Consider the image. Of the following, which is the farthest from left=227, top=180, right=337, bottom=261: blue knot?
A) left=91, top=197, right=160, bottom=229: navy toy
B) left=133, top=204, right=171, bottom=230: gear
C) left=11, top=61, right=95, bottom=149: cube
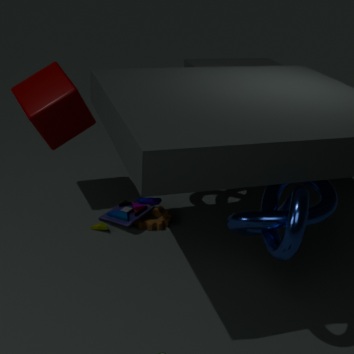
left=11, top=61, right=95, bottom=149: cube
